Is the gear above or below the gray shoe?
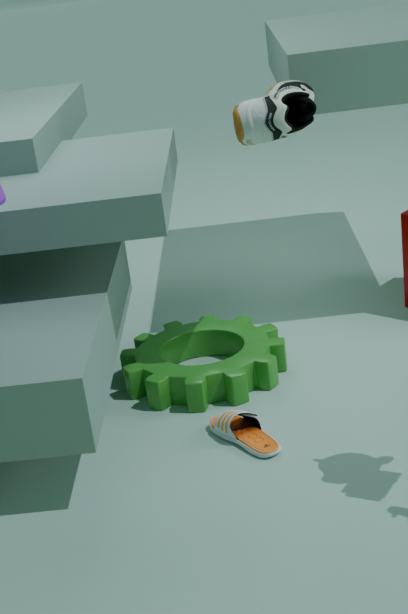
below
